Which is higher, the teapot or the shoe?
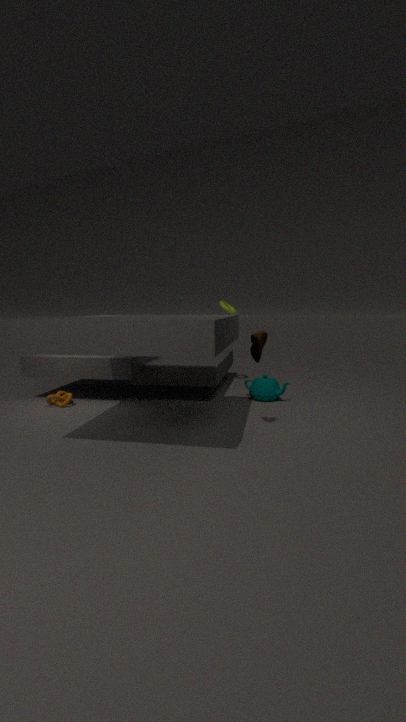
the shoe
